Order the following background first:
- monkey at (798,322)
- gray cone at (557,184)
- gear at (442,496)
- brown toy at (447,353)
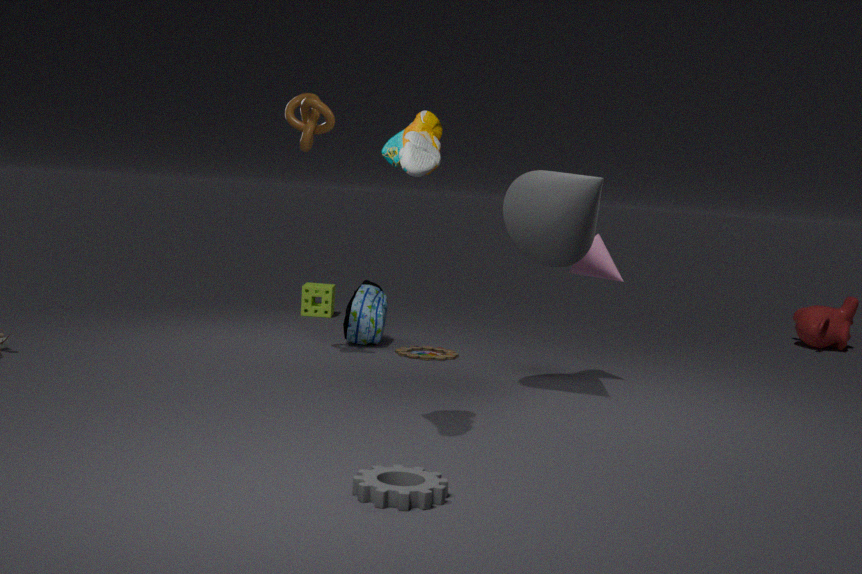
monkey at (798,322) < brown toy at (447,353) < gray cone at (557,184) < gear at (442,496)
